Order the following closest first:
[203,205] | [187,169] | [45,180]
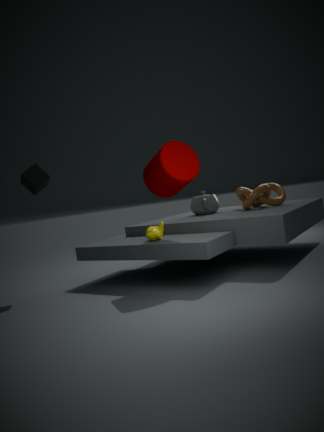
[187,169]
[45,180]
[203,205]
